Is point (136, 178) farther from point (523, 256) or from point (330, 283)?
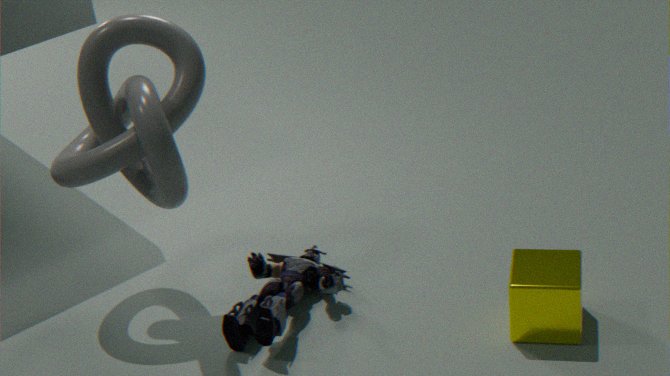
point (523, 256)
